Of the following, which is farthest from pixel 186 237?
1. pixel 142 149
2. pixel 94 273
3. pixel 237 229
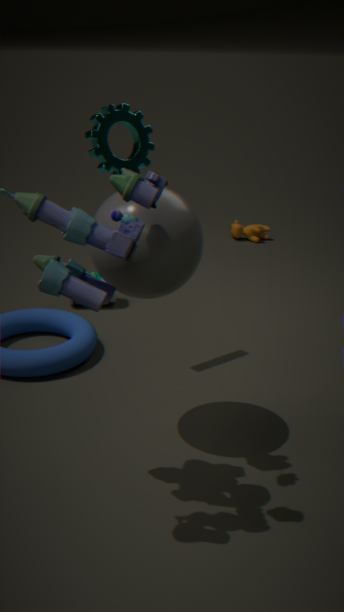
pixel 237 229
